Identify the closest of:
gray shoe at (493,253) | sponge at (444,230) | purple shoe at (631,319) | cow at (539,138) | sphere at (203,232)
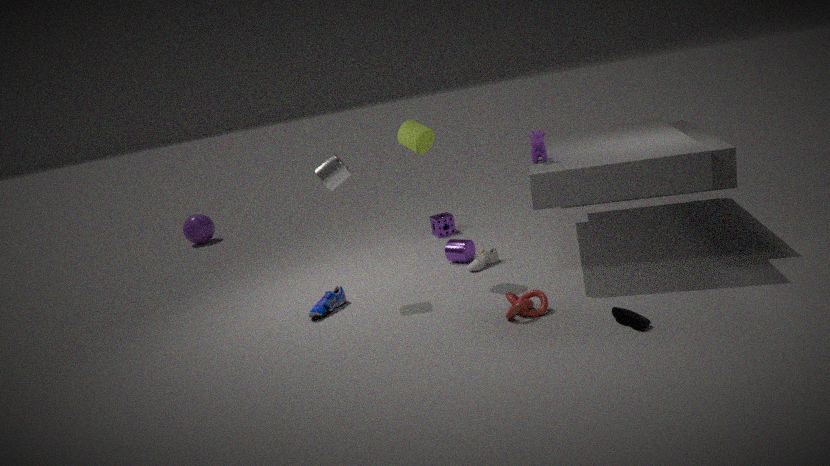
purple shoe at (631,319)
